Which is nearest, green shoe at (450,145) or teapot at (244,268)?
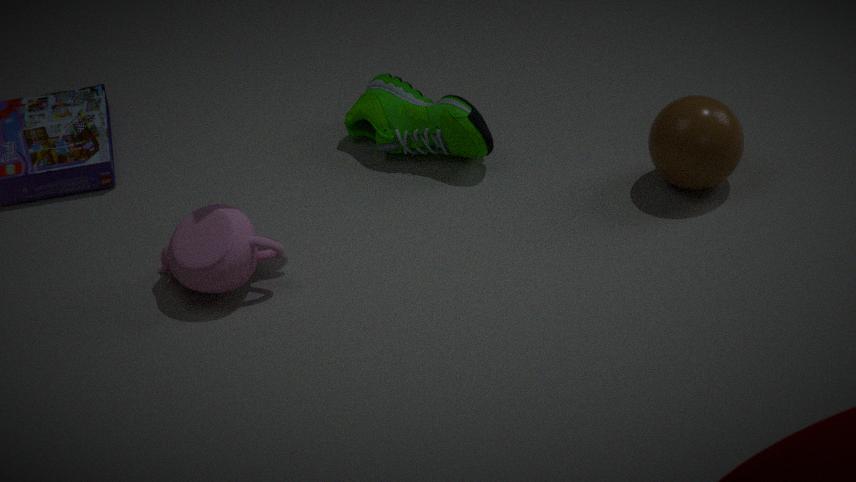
teapot at (244,268)
